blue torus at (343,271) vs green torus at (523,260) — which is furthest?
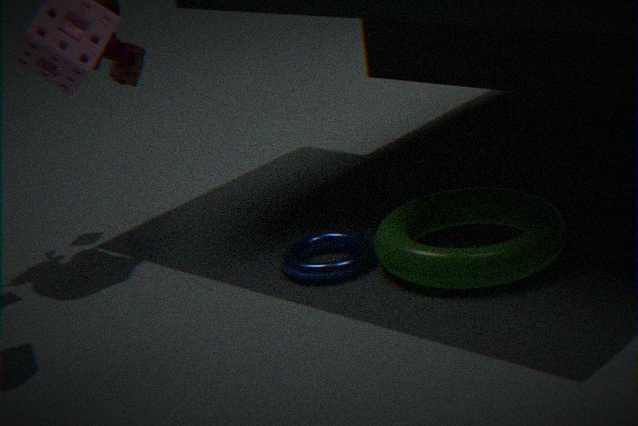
blue torus at (343,271)
